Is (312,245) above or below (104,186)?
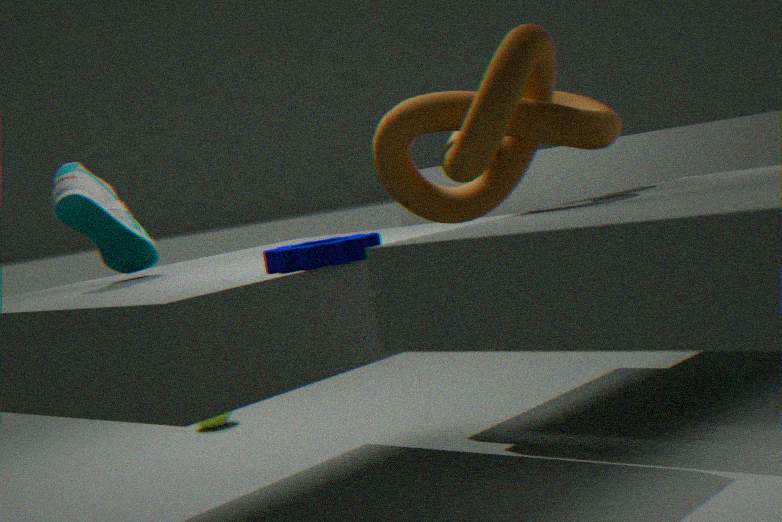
below
